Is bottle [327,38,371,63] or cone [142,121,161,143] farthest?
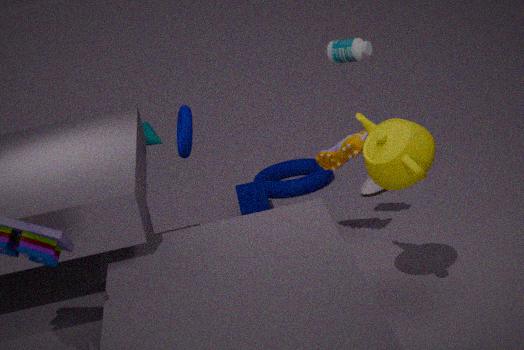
cone [142,121,161,143]
